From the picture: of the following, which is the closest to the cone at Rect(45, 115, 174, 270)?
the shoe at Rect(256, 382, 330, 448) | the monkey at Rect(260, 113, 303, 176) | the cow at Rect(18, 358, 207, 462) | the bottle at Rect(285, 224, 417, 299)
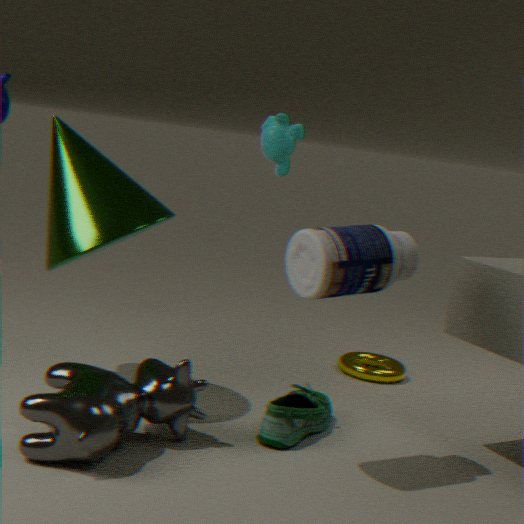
the cow at Rect(18, 358, 207, 462)
